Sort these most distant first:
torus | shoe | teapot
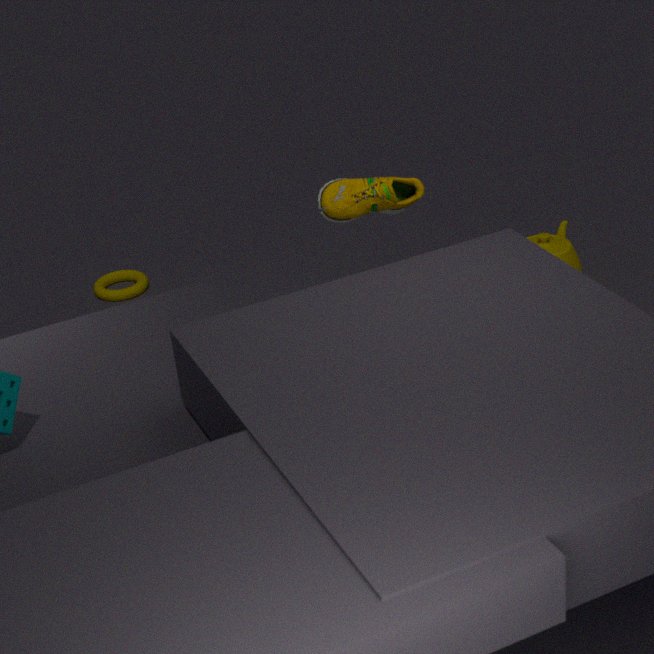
torus
teapot
shoe
